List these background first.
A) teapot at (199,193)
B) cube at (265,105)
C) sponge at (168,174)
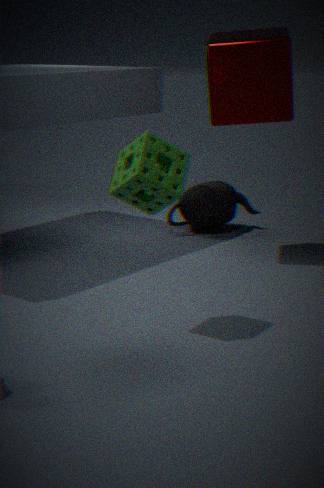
teapot at (199,193) → cube at (265,105) → sponge at (168,174)
